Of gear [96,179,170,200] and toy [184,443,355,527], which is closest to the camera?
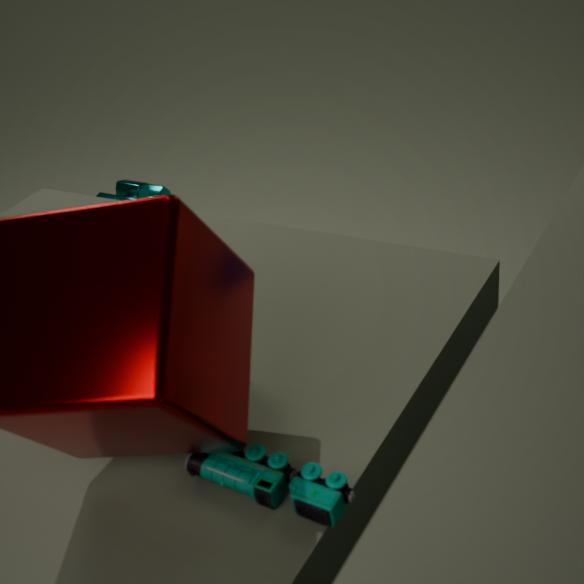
toy [184,443,355,527]
